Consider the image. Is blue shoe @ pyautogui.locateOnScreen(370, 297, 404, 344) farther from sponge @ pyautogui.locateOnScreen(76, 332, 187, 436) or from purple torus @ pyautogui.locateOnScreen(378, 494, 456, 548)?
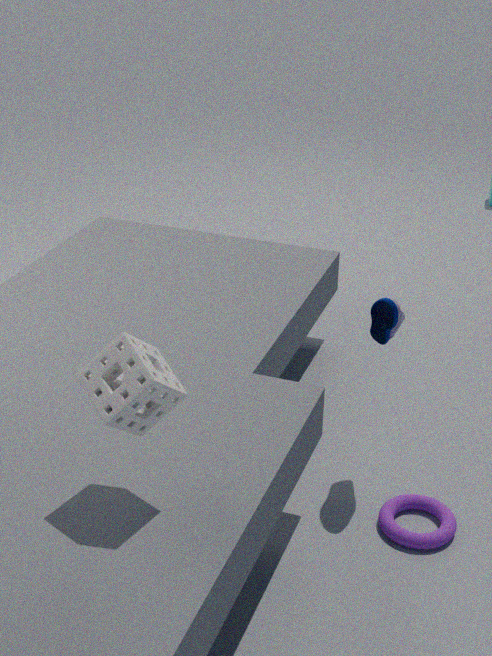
sponge @ pyautogui.locateOnScreen(76, 332, 187, 436)
